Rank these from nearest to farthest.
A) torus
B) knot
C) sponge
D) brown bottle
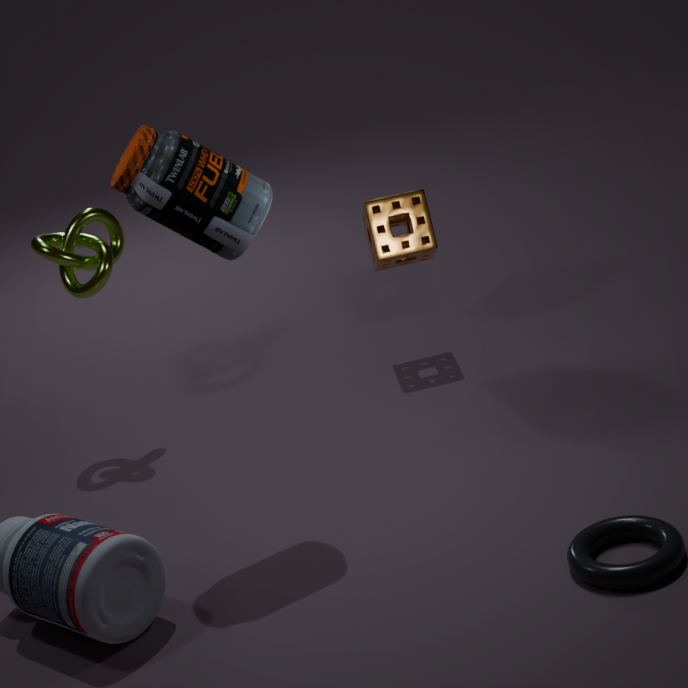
torus, brown bottle, knot, sponge
